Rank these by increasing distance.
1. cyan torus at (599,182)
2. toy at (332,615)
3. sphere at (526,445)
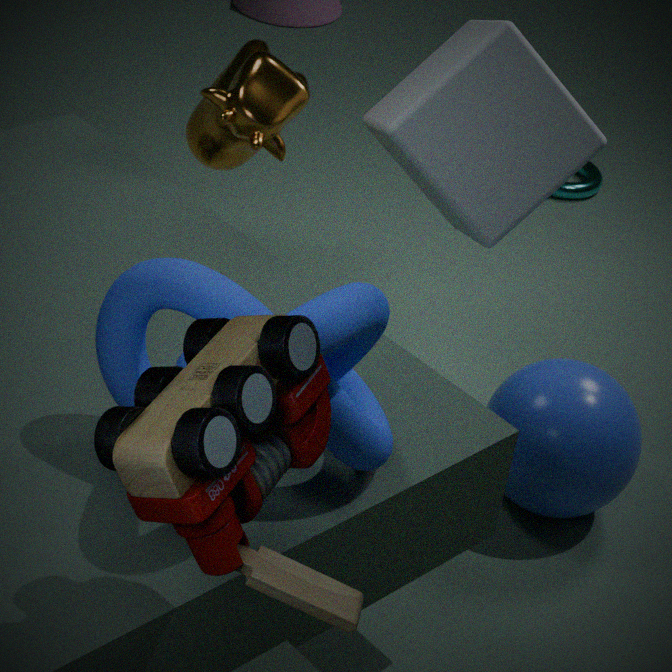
1. toy at (332,615)
2. sphere at (526,445)
3. cyan torus at (599,182)
